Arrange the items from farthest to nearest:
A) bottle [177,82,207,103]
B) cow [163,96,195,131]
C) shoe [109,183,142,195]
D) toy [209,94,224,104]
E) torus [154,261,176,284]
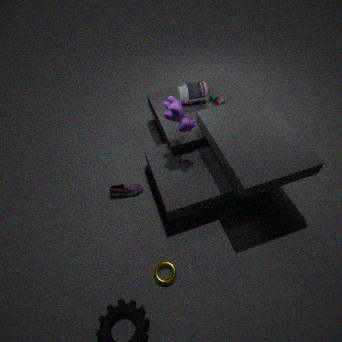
toy [209,94,224,104] → bottle [177,82,207,103] → shoe [109,183,142,195] → cow [163,96,195,131] → torus [154,261,176,284]
